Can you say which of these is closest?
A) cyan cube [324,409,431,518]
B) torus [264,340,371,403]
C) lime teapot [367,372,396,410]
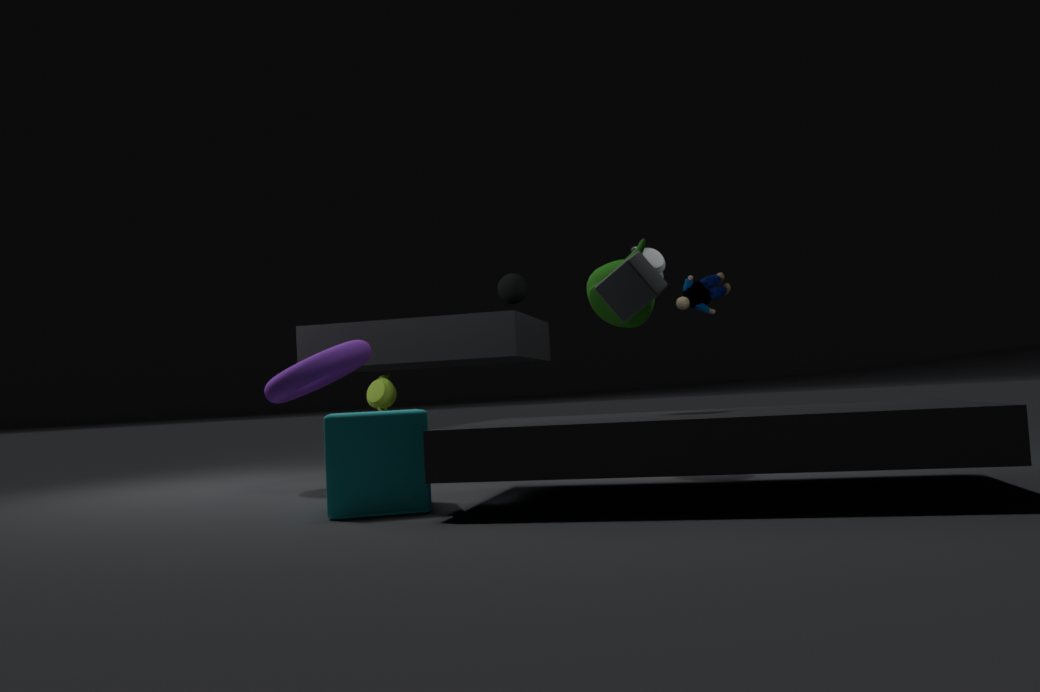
cyan cube [324,409,431,518]
